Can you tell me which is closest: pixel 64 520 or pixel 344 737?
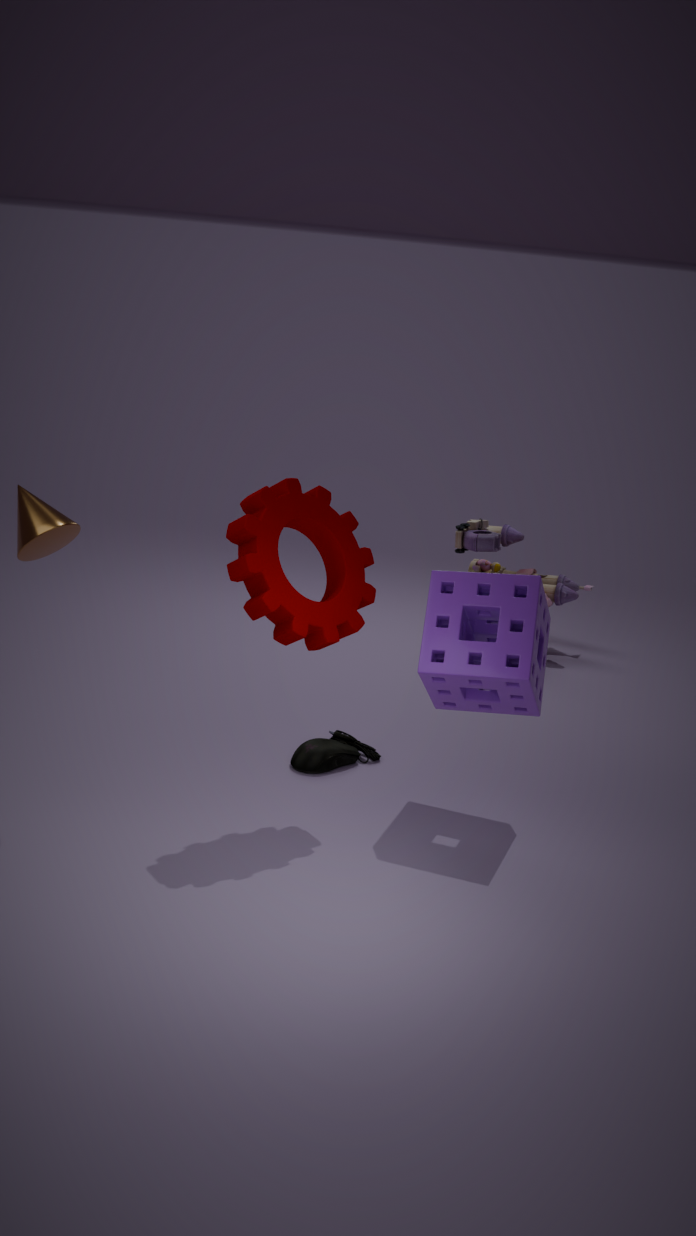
pixel 64 520
